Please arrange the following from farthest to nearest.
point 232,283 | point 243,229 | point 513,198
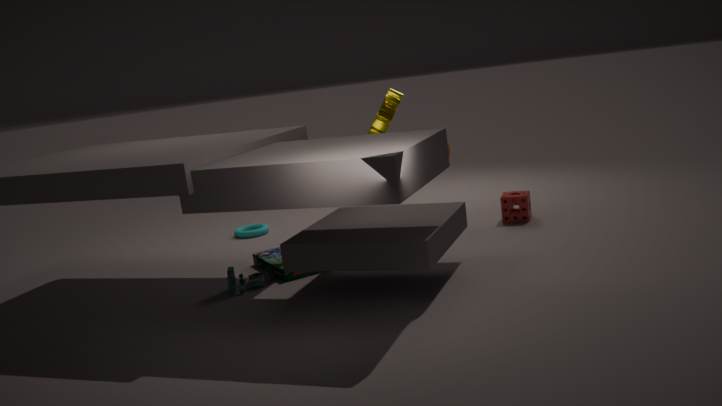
point 243,229
point 513,198
point 232,283
